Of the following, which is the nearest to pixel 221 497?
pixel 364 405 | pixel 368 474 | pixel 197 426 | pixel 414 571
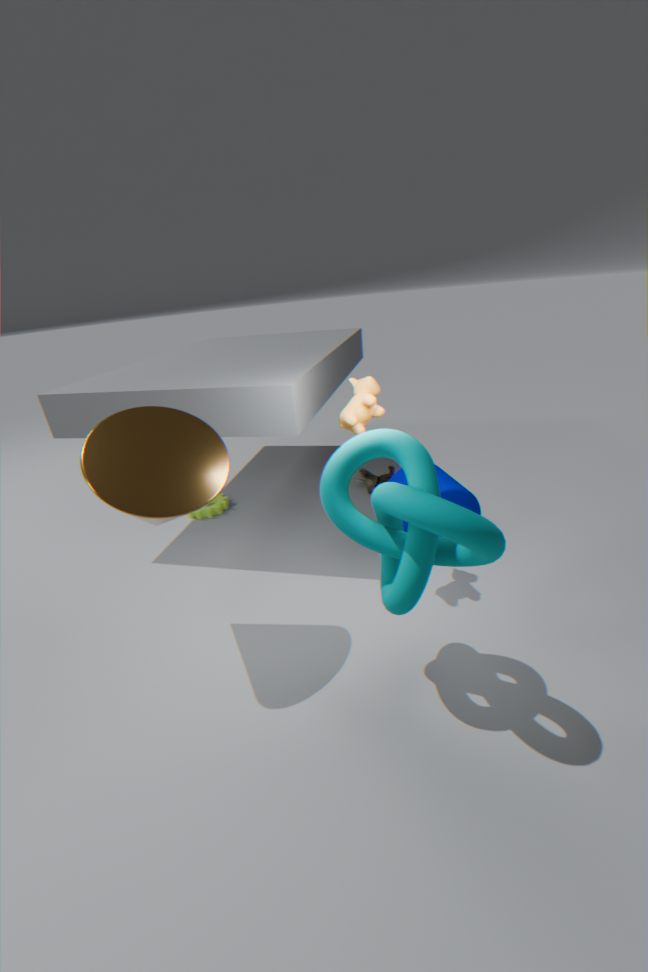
pixel 368 474
